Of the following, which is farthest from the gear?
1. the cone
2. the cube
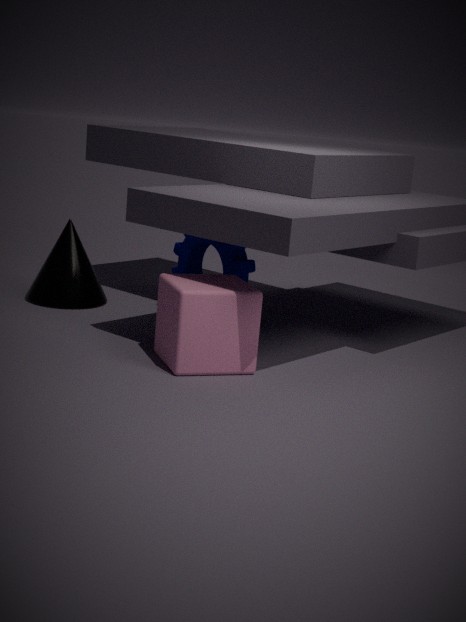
the cone
